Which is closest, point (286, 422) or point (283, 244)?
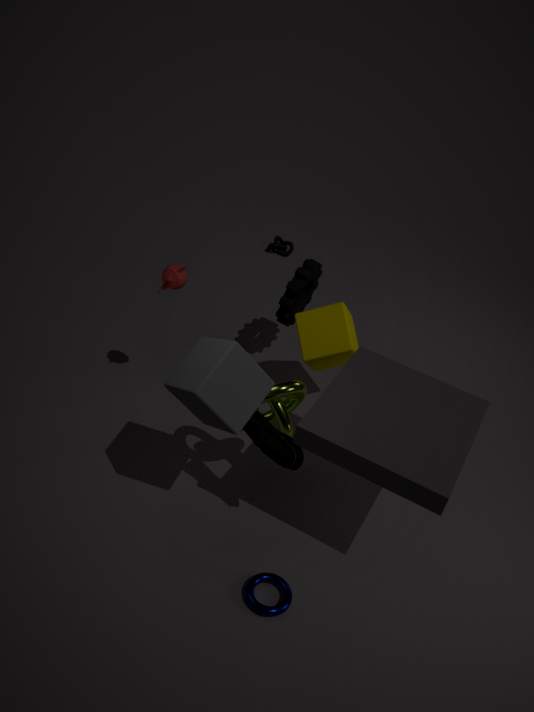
point (286, 422)
